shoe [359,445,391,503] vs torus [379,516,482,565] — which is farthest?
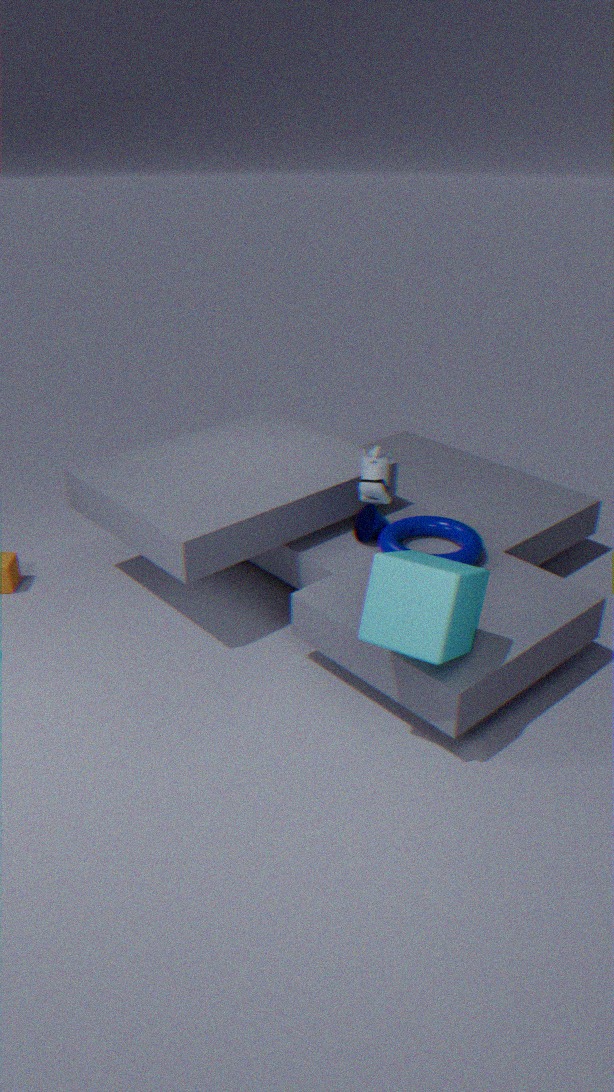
torus [379,516,482,565]
